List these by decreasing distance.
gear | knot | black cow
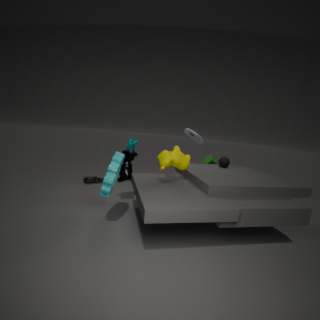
knot → black cow → gear
